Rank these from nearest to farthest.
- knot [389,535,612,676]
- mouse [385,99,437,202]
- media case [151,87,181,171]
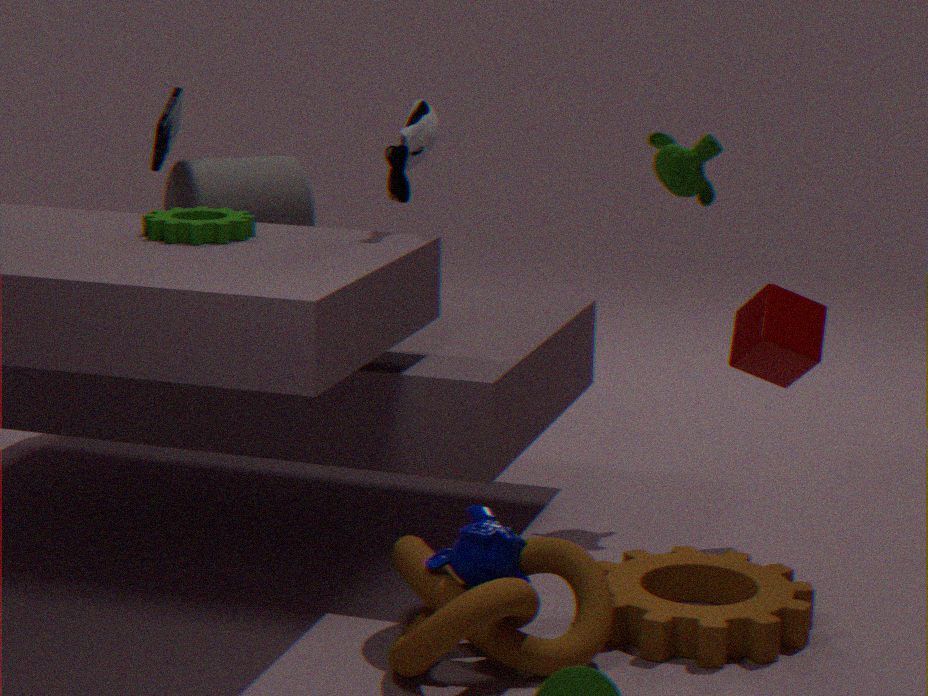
knot [389,535,612,676] < mouse [385,99,437,202] < media case [151,87,181,171]
